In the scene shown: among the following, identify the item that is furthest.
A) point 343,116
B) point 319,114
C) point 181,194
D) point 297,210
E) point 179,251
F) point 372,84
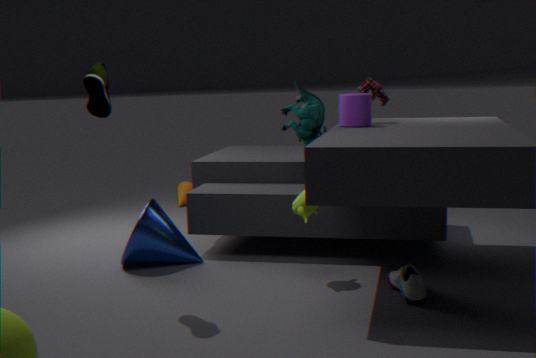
point 181,194
